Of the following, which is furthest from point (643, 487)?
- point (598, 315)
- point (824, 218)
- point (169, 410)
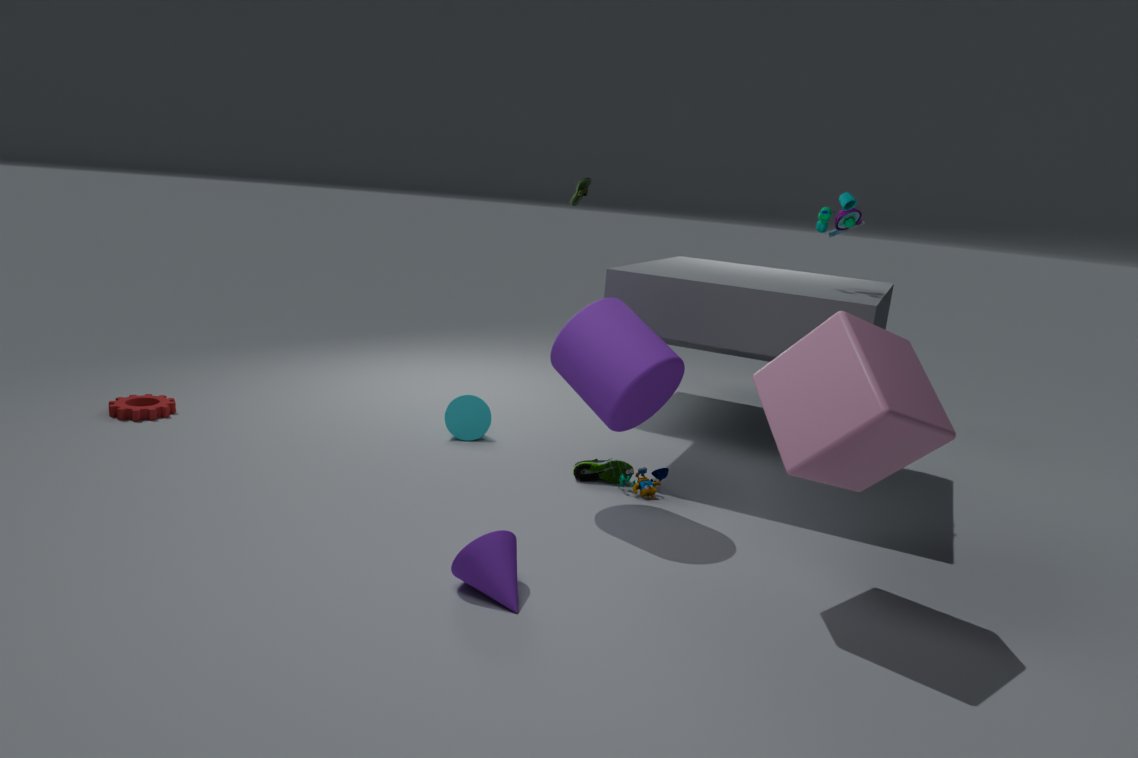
point (169, 410)
